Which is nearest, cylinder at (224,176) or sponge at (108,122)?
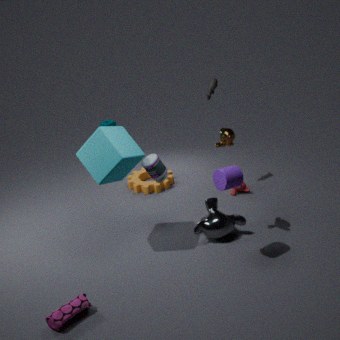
cylinder at (224,176)
